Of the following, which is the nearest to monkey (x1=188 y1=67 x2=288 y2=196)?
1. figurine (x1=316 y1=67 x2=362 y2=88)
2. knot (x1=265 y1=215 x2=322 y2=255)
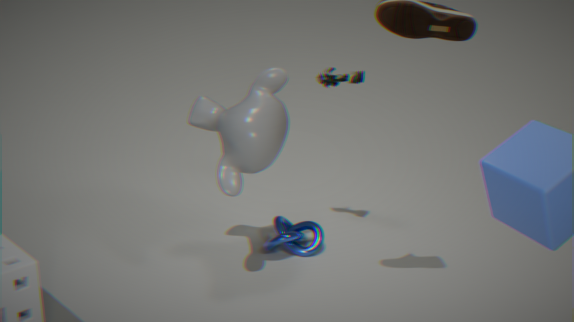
figurine (x1=316 y1=67 x2=362 y2=88)
